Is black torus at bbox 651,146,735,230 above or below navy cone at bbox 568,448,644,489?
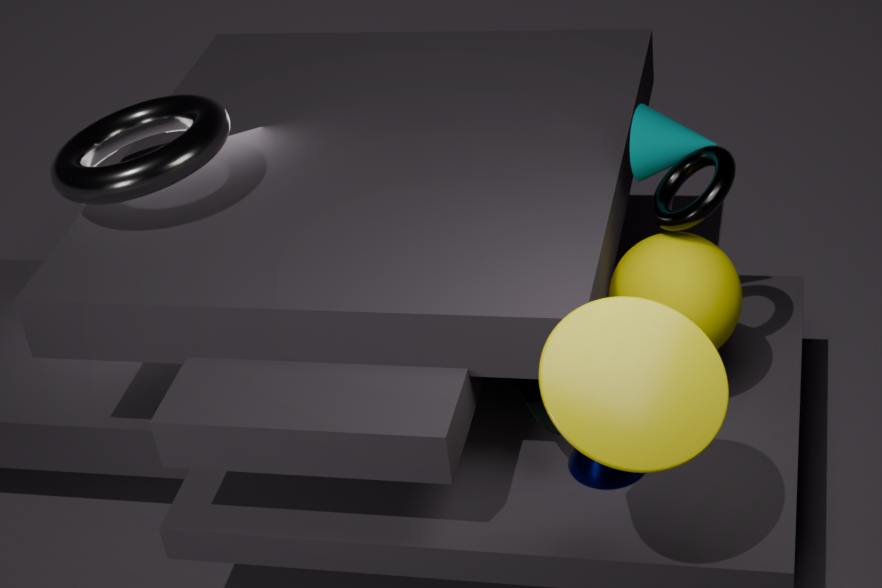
above
